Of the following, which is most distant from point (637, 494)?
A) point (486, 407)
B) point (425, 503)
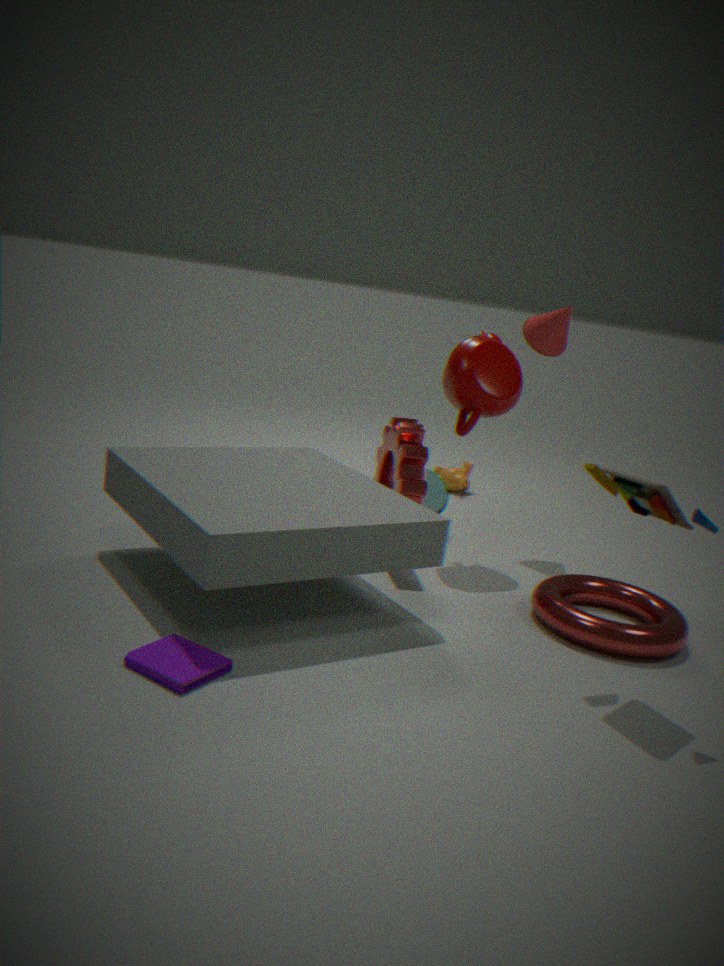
point (425, 503)
